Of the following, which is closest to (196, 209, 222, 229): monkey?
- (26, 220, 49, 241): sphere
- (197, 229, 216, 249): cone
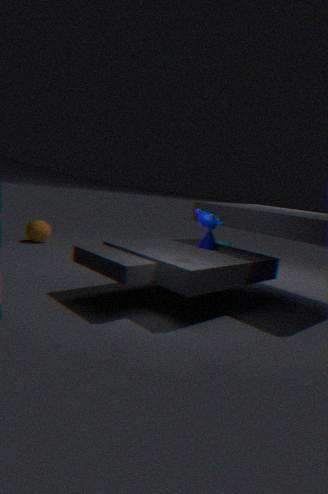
(197, 229, 216, 249): cone
